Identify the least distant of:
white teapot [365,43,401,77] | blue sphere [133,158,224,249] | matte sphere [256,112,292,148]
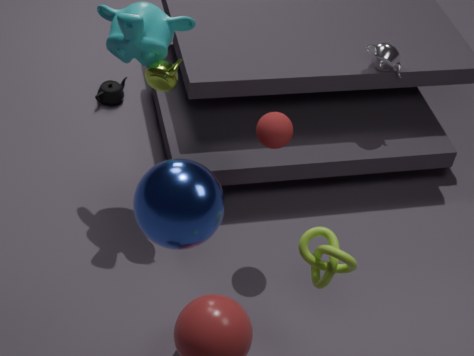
blue sphere [133,158,224,249]
